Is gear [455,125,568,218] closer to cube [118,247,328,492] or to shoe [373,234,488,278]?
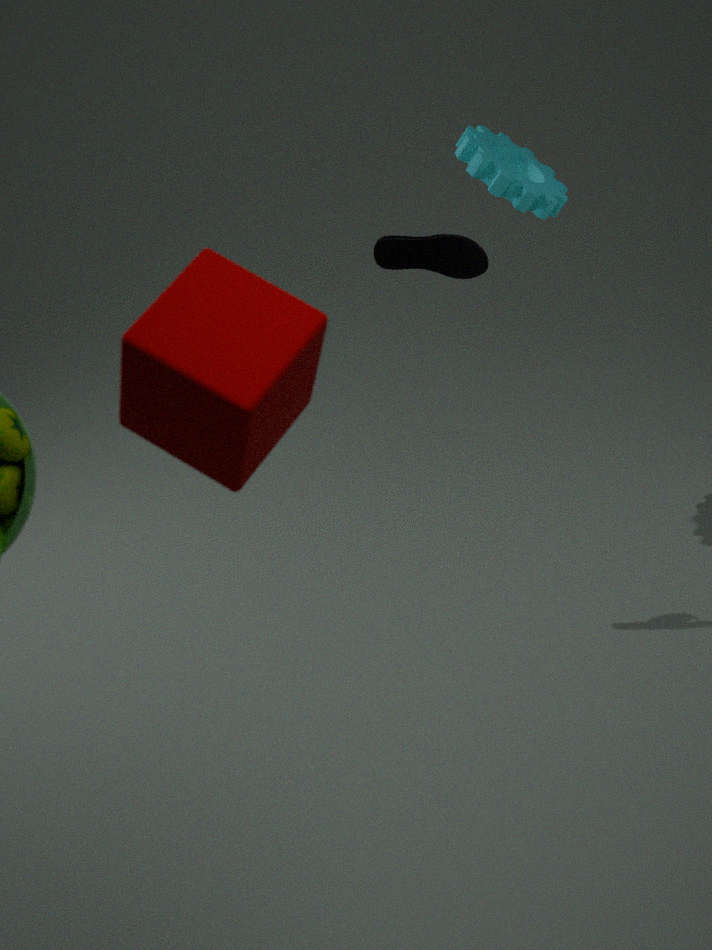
shoe [373,234,488,278]
